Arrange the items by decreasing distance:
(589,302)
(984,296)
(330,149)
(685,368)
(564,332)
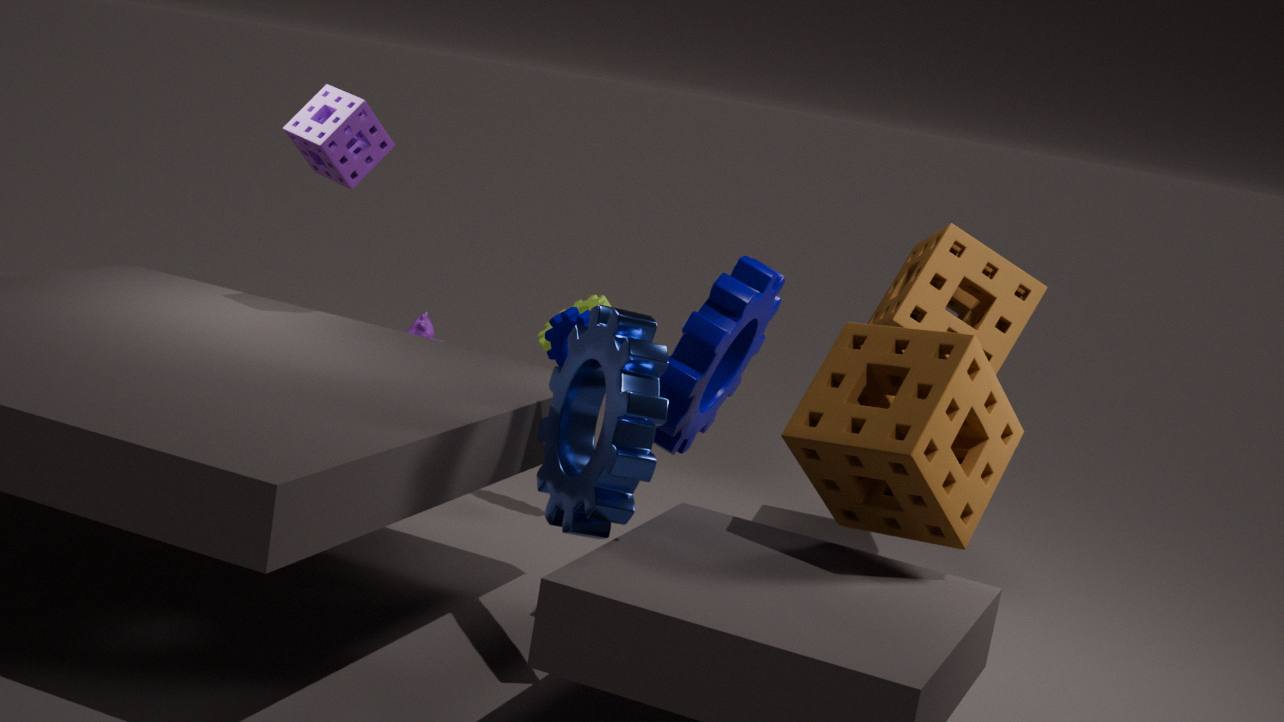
A: 1. (589,302)
2. (564,332)
3. (984,296)
4. (330,149)
5. (685,368)
